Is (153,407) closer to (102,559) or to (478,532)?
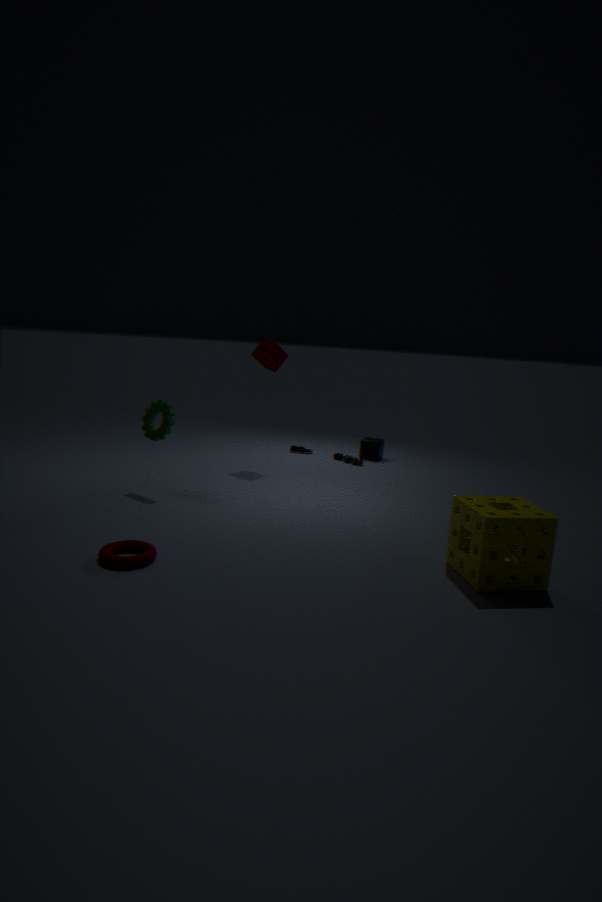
(102,559)
